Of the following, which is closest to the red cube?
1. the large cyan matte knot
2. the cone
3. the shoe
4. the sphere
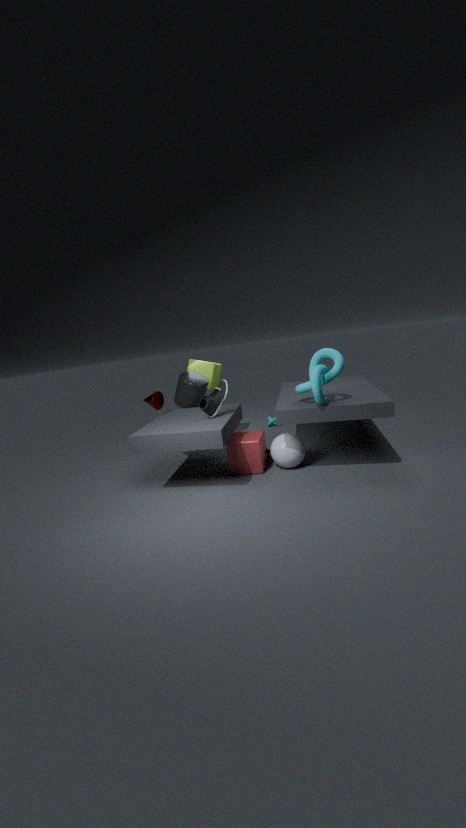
the sphere
